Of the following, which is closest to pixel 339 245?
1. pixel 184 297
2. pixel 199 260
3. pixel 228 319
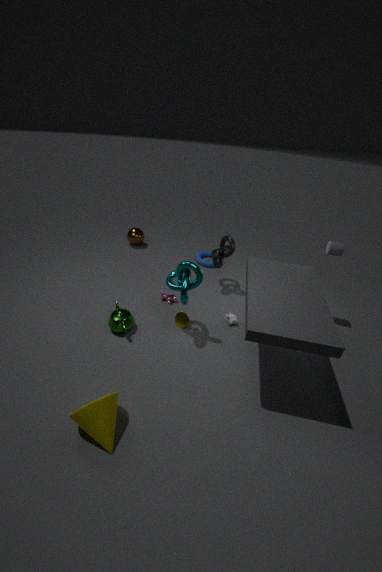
pixel 228 319
